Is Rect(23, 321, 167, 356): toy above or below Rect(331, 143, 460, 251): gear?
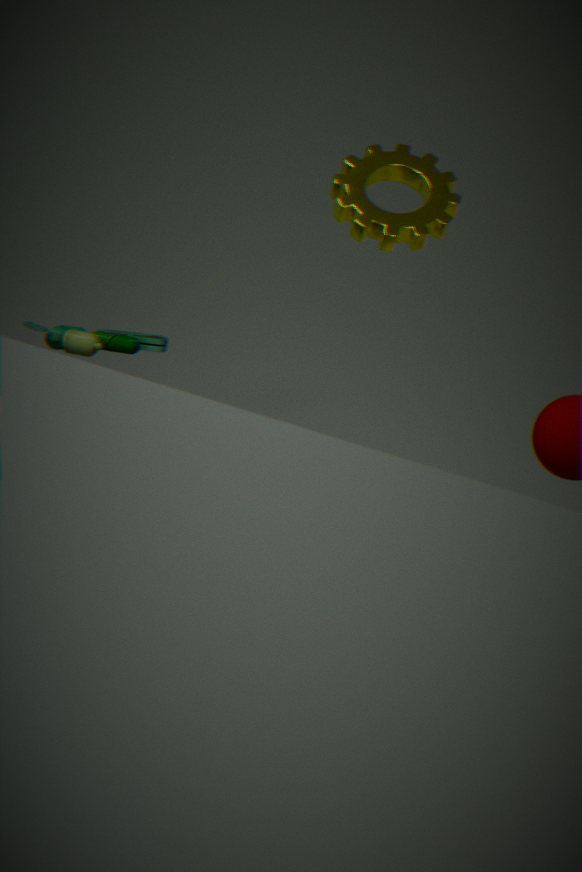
below
